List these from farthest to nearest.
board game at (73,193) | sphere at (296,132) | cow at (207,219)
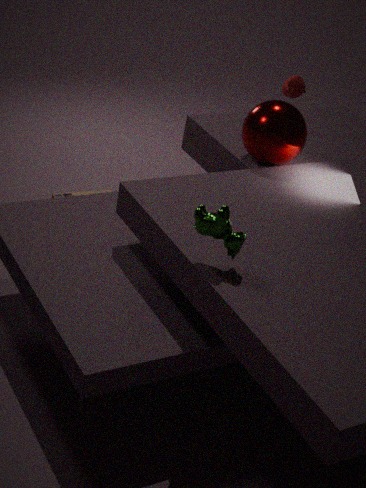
board game at (73,193) → sphere at (296,132) → cow at (207,219)
